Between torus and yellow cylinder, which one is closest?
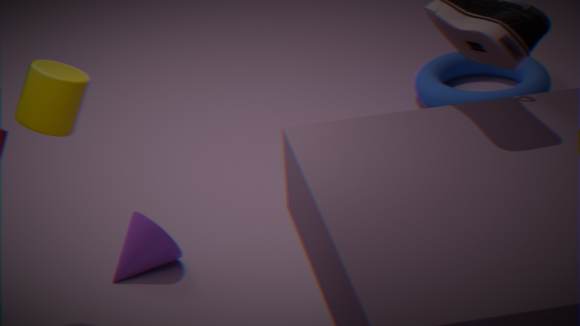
yellow cylinder
